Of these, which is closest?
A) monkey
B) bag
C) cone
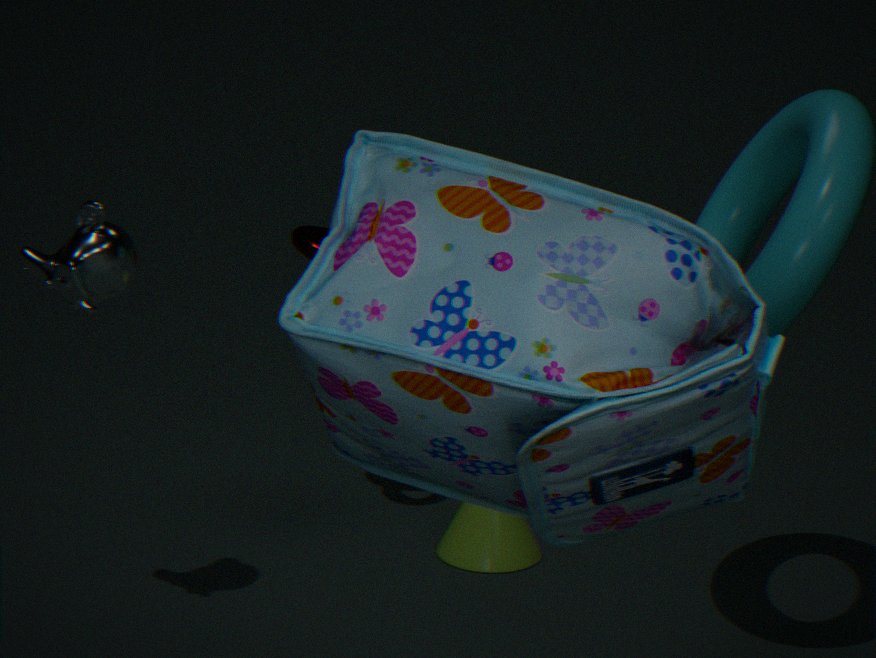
bag
